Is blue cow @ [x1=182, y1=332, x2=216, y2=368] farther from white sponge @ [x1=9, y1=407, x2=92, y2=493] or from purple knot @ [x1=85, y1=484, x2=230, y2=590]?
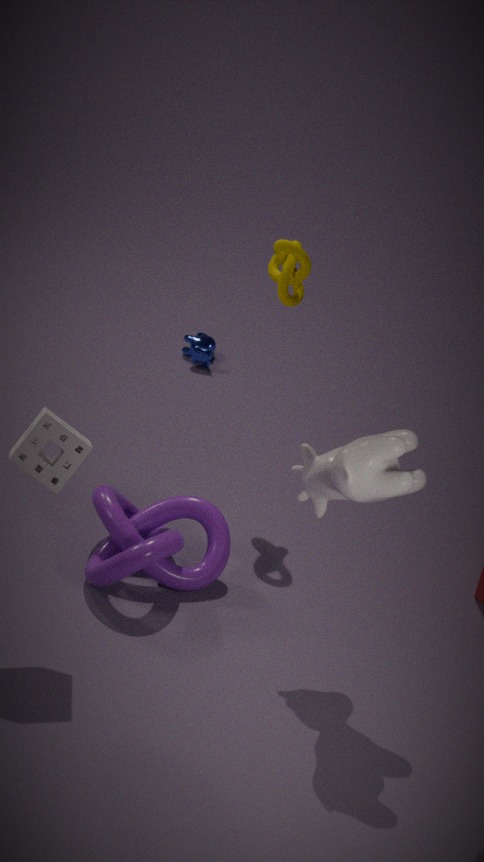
white sponge @ [x1=9, y1=407, x2=92, y2=493]
